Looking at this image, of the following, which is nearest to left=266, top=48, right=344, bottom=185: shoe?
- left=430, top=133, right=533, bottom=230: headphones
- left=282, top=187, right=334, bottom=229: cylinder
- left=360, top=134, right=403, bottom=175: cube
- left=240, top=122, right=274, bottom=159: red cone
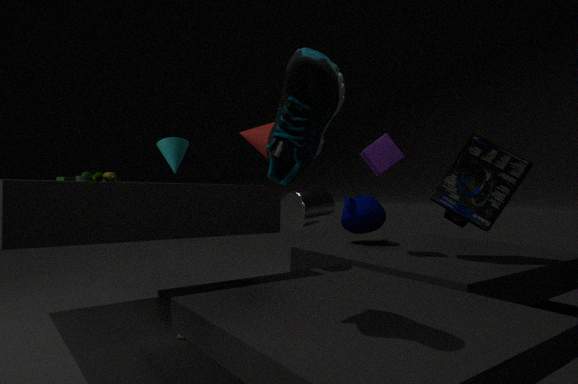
left=240, top=122, right=274, bottom=159: red cone
